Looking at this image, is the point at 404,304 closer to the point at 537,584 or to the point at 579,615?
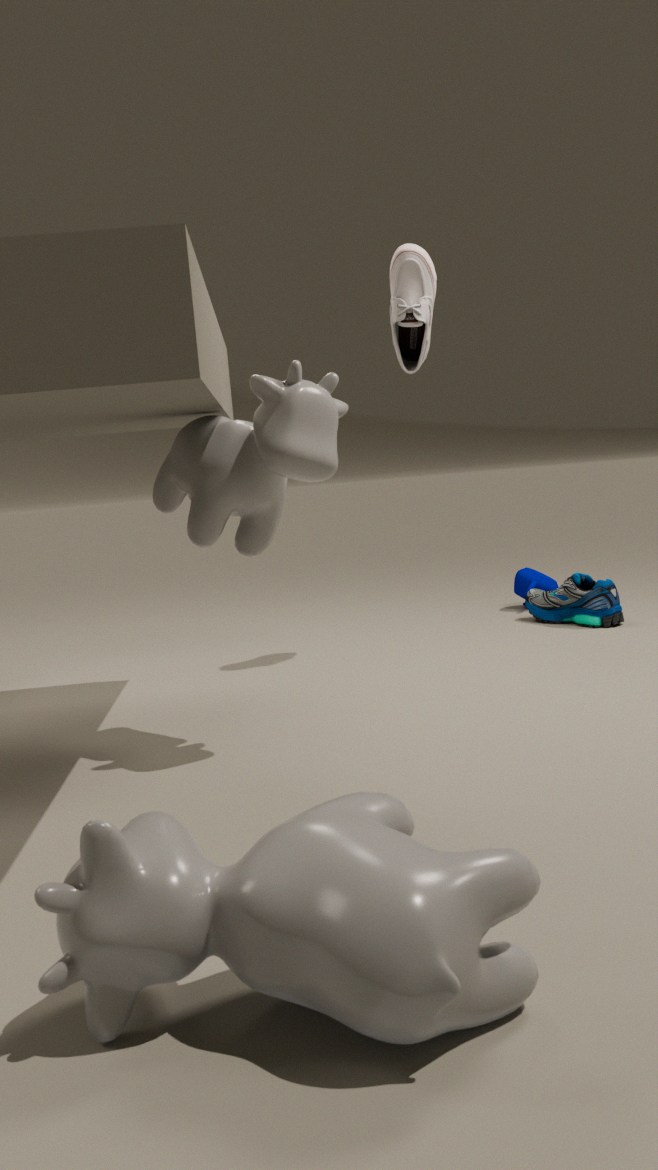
the point at 579,615
